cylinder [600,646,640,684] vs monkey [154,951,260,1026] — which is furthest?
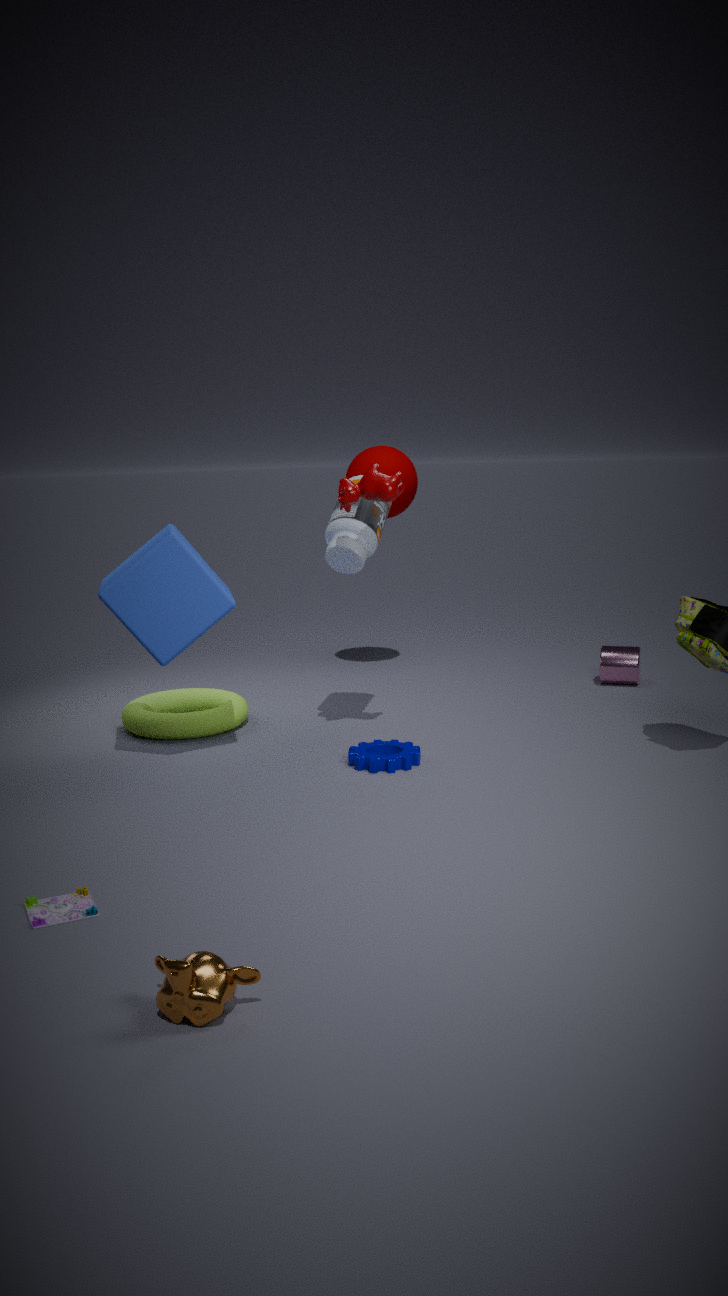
cylinder [600,646,640,684]
